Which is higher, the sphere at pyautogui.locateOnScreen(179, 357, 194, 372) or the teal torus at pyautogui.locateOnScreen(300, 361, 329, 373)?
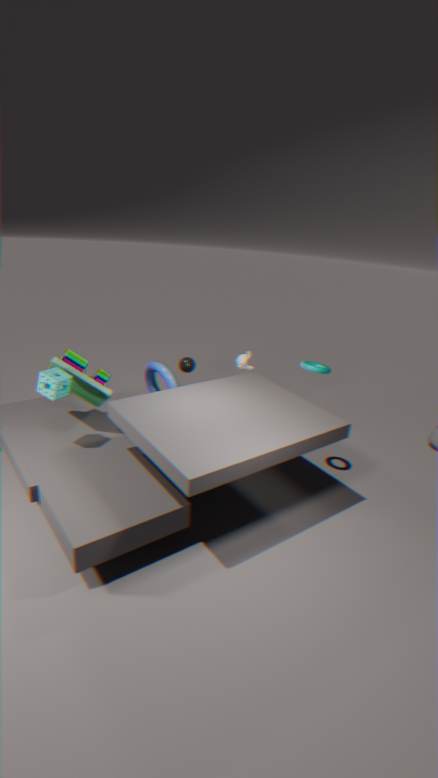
Result: the teal torus at pyautogui.locateOnScreen(300, 361, 329, 373)
